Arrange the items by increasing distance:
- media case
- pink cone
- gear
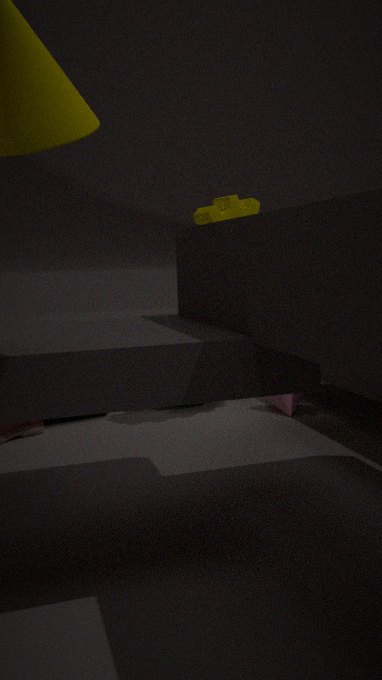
gear → media case → pink cone
